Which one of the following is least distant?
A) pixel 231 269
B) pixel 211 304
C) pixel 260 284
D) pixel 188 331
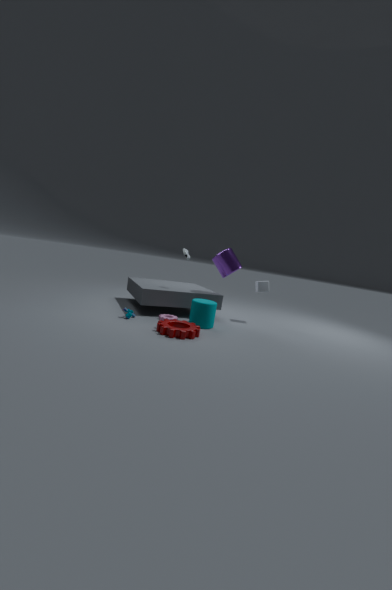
pixel 188 331
